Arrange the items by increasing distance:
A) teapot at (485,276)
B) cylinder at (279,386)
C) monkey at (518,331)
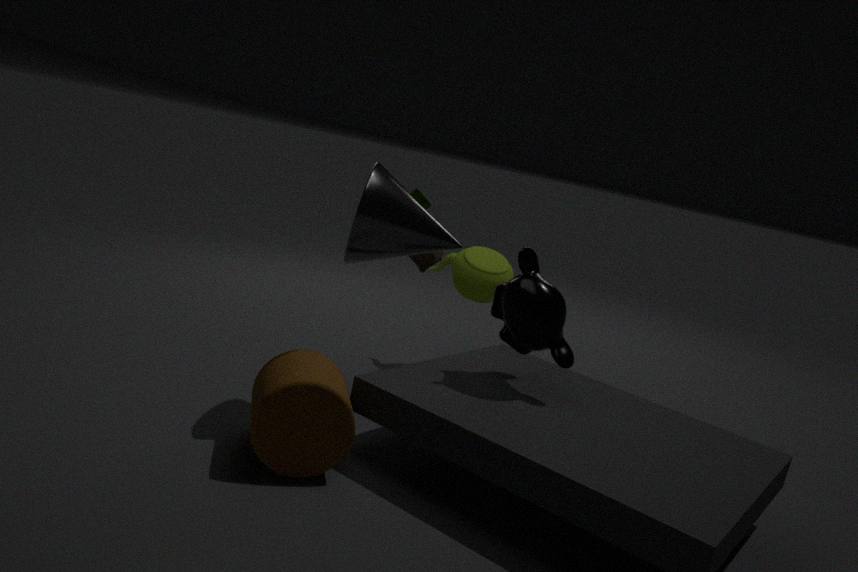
cylinder at (279,386) → monkey at (518,331) → teapot at (485,276)
